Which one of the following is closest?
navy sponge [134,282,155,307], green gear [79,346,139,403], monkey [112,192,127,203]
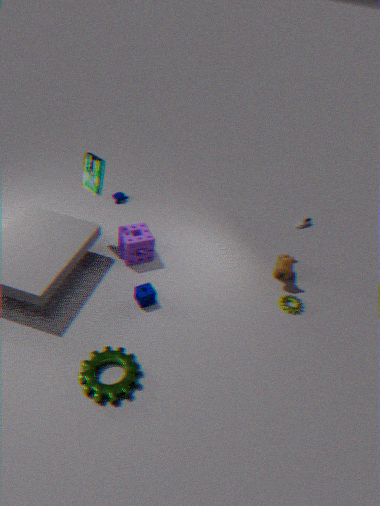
green gear [79,346,139,403]
